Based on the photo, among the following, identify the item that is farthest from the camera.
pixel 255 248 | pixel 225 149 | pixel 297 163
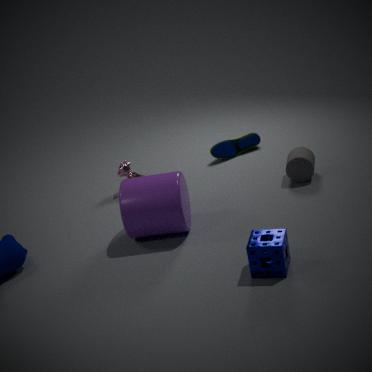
pixel 225 149
